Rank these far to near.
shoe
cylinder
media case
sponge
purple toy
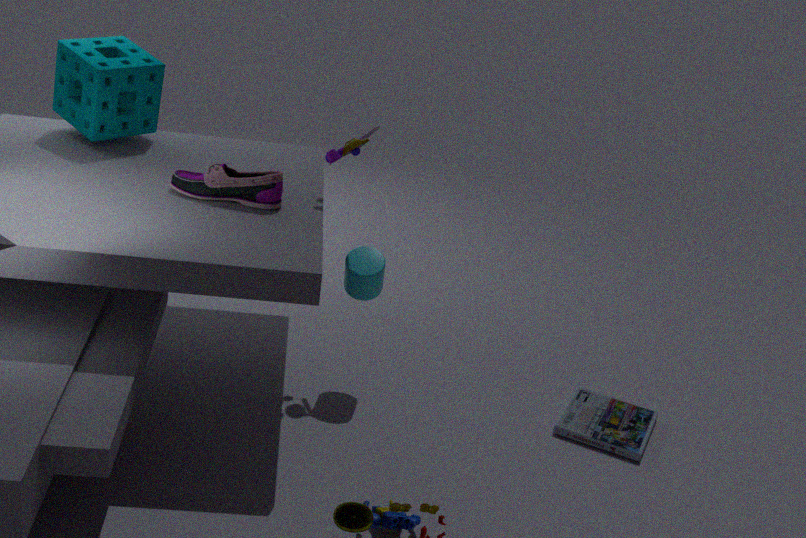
1. sponge
2. media case
3. cylinder
4. purple toy
5. shoe
